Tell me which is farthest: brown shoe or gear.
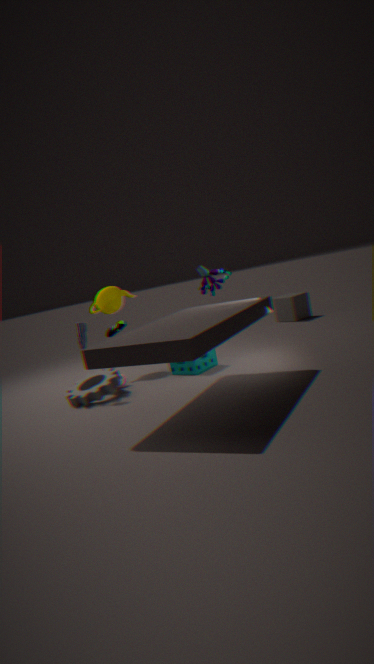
brown shoe
